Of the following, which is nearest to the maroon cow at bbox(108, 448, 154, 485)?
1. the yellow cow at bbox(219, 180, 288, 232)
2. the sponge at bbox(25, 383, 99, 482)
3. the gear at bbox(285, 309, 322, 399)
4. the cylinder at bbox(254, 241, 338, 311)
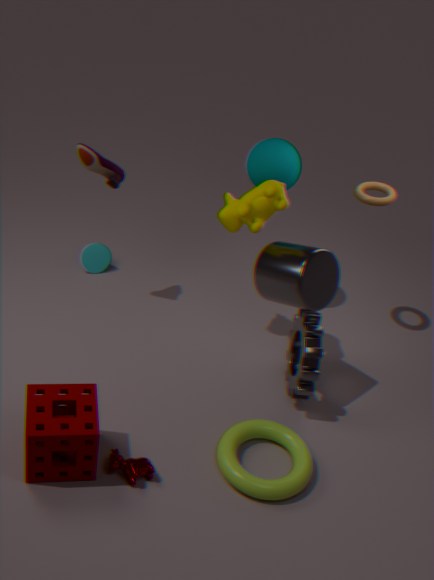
the sponge at bbox(25, 383, 99, 482)
